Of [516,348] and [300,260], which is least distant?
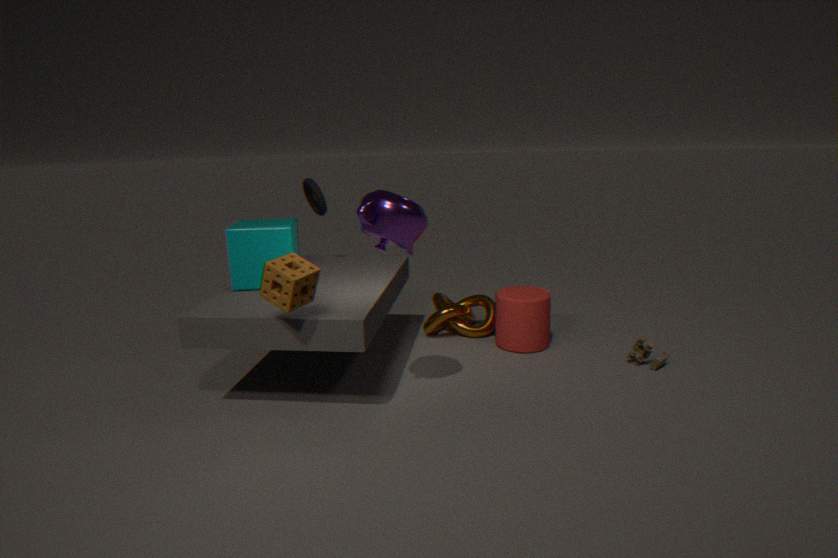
[300,260]
